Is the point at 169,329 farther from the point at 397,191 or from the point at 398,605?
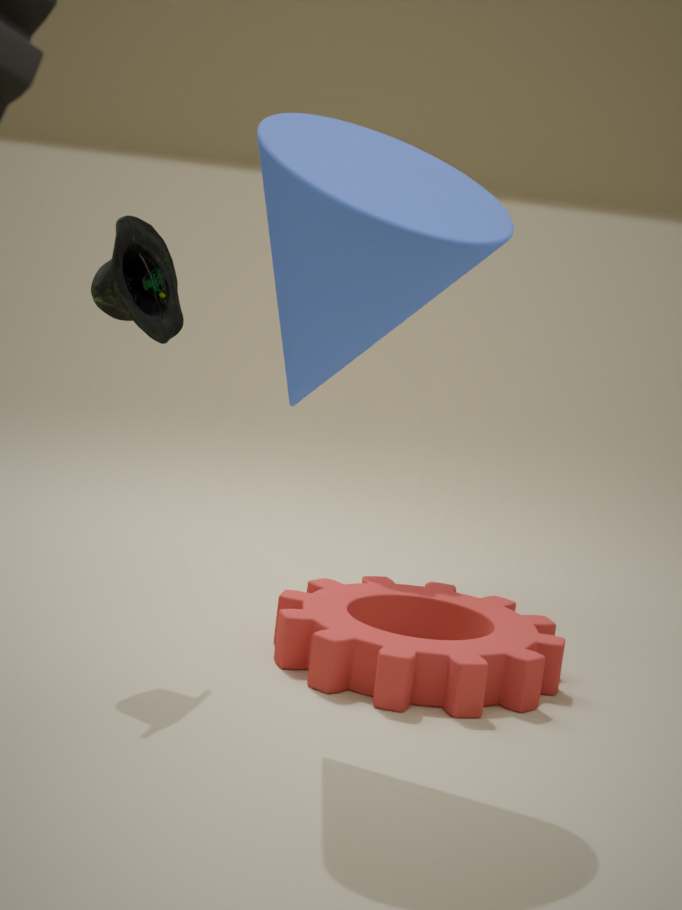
the point at 398,605
